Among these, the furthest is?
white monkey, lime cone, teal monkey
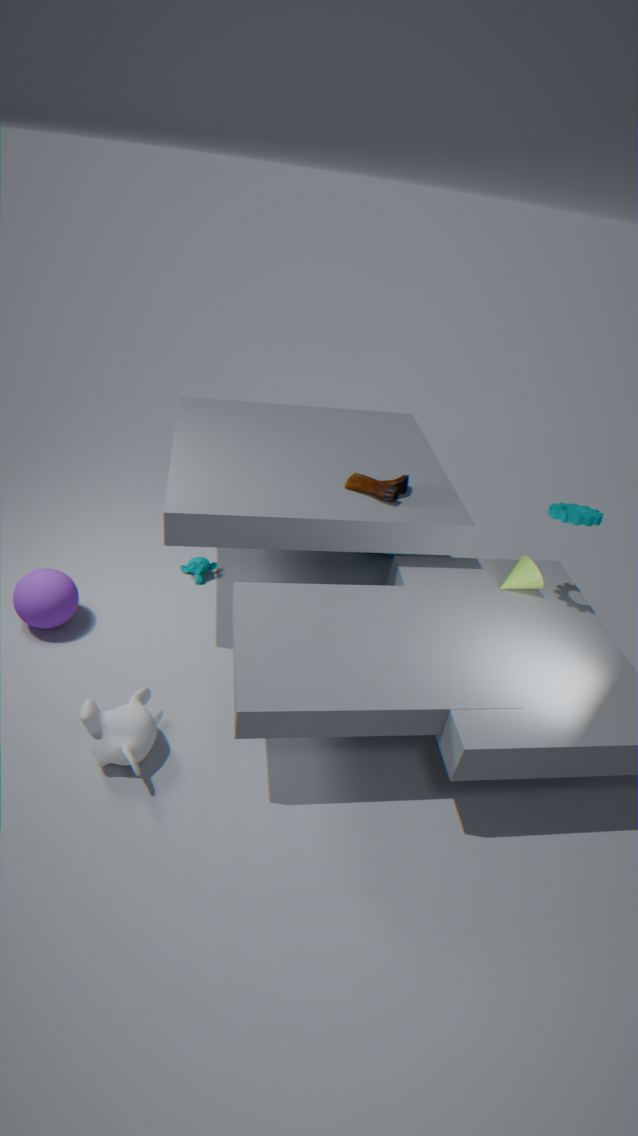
teal monkey
